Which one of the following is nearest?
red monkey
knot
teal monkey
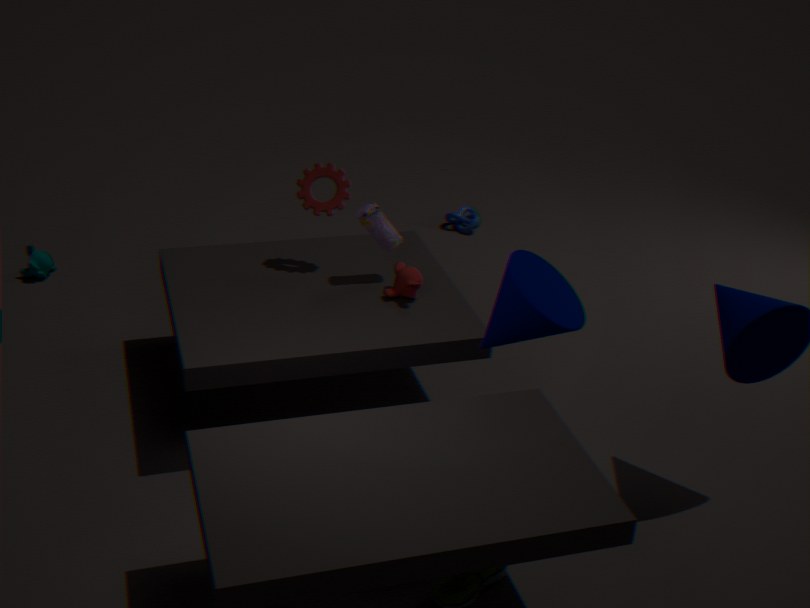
red monkey
